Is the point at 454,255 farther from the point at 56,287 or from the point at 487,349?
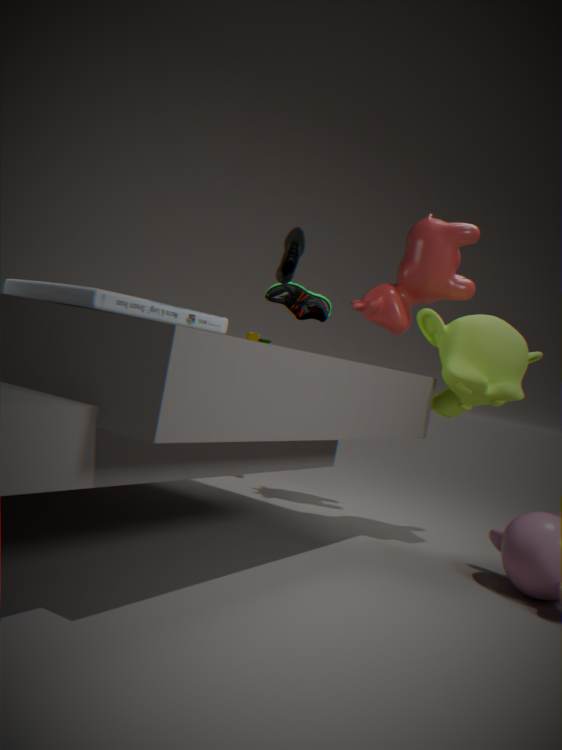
the point at 56,287
